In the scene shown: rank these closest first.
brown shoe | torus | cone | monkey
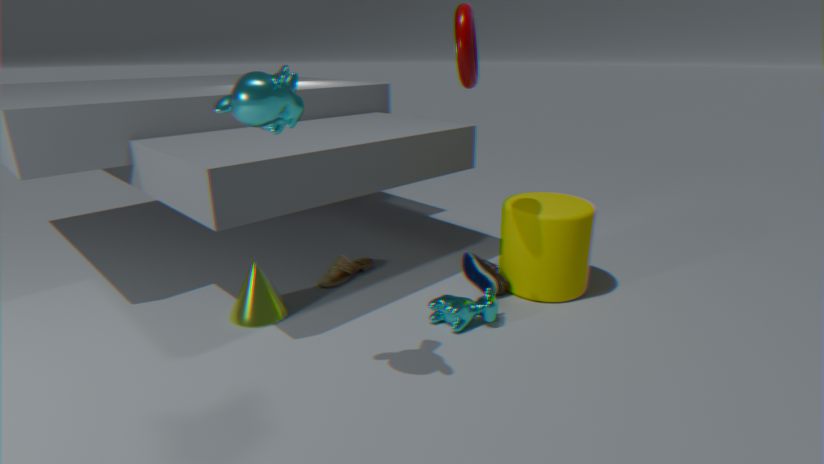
monkey
torus
cone
brown shoe
